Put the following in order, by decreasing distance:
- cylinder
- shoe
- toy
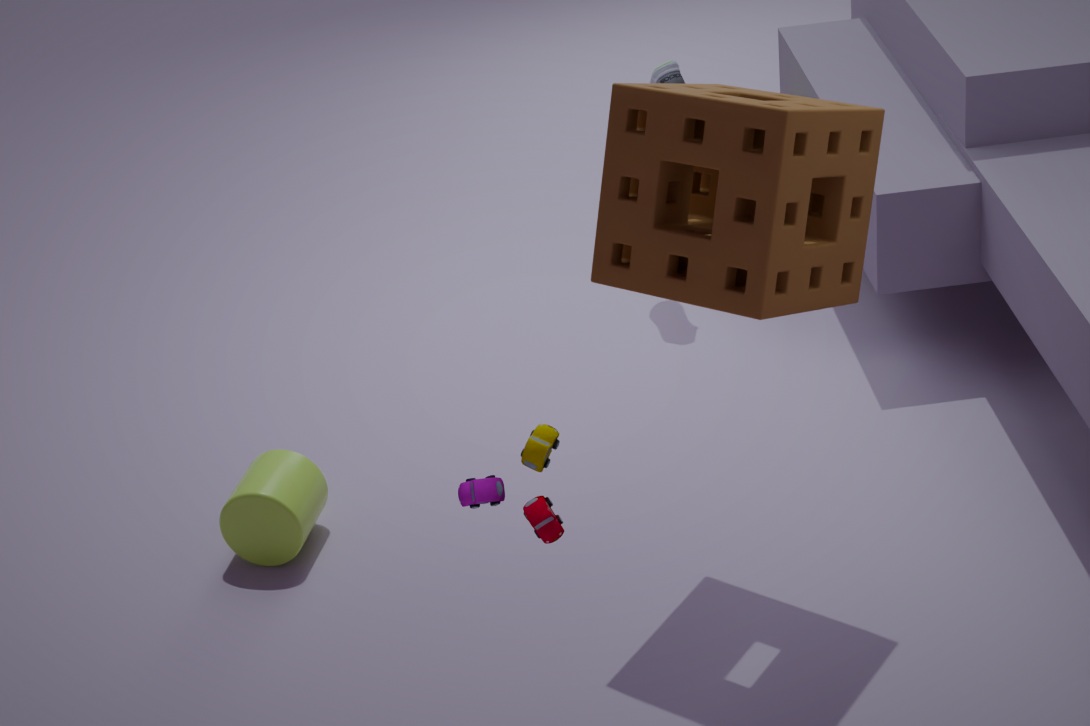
shoe → cylinder → toy
